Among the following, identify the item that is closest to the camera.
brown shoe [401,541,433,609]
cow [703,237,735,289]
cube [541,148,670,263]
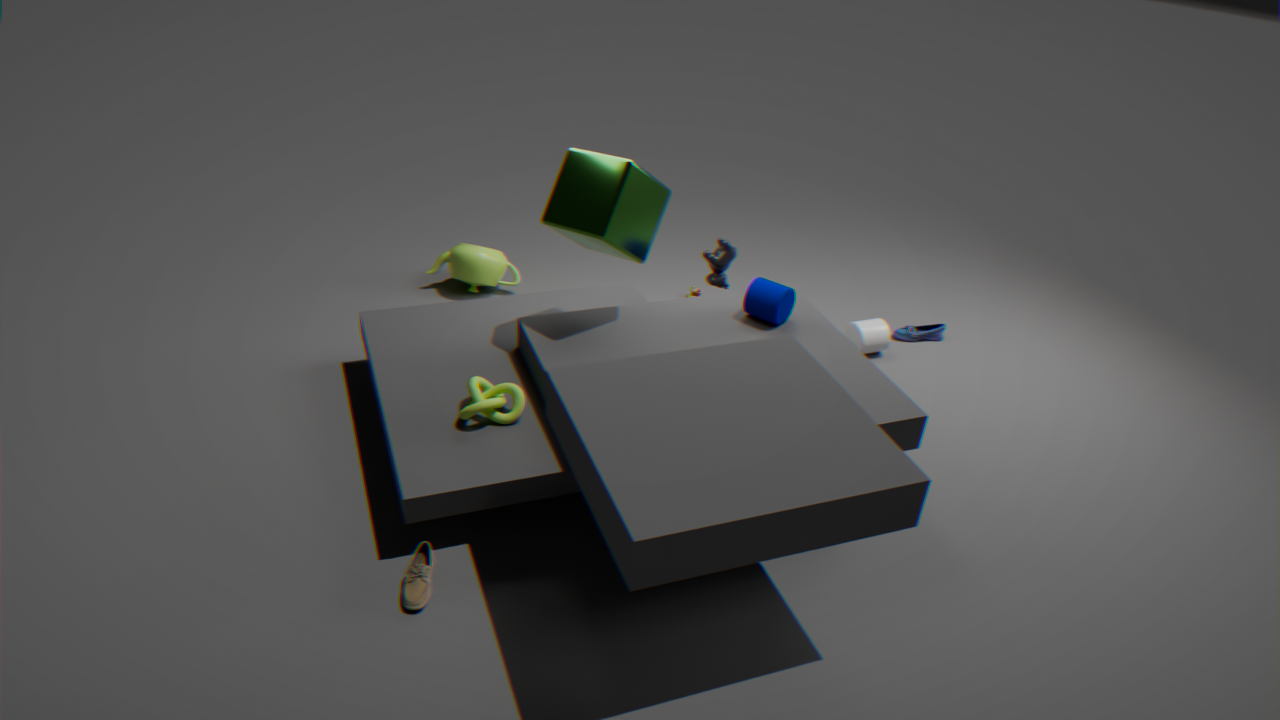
brown shoe [401,541,433,609]
